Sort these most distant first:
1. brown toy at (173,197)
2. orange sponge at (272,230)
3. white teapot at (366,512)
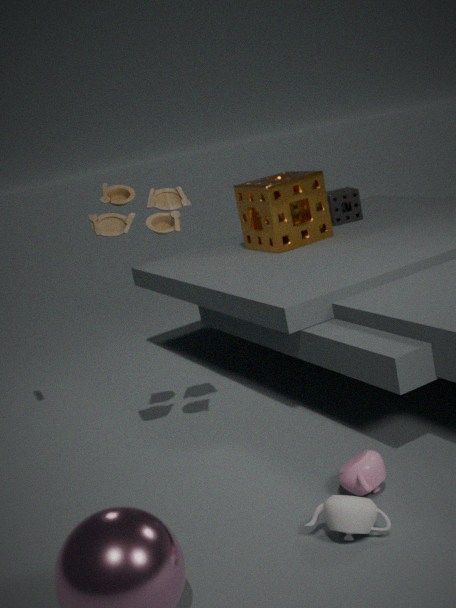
1. orange sponge at (272,230)
2. brown toy at (173,197)
3. white teapot at (366,512)
